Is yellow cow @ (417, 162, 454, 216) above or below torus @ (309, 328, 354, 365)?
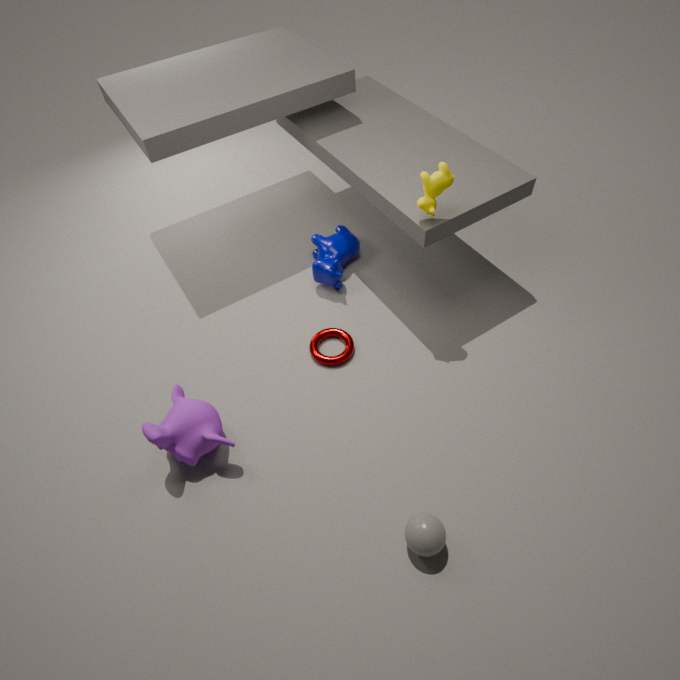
above
